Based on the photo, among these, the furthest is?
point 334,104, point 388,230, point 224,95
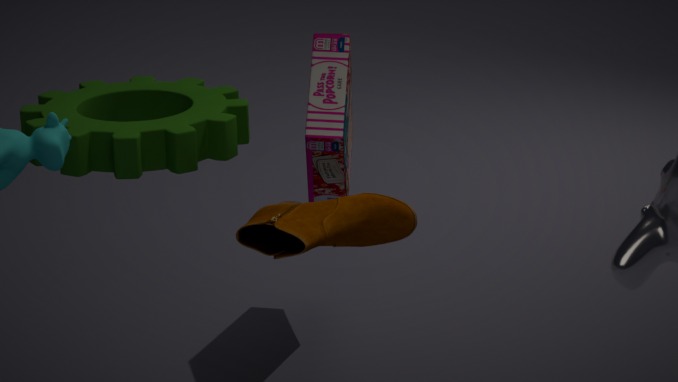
point 334,104
